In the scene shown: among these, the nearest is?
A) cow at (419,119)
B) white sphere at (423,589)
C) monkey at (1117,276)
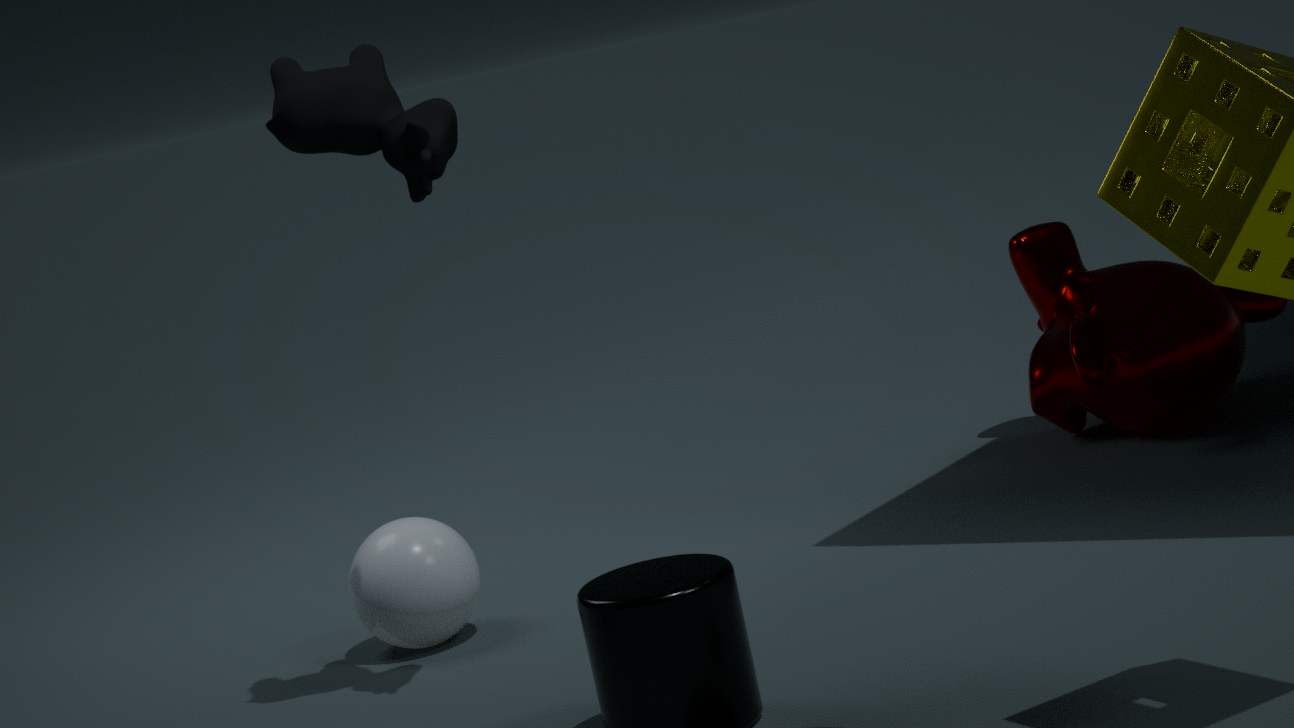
cow at (419,119)
